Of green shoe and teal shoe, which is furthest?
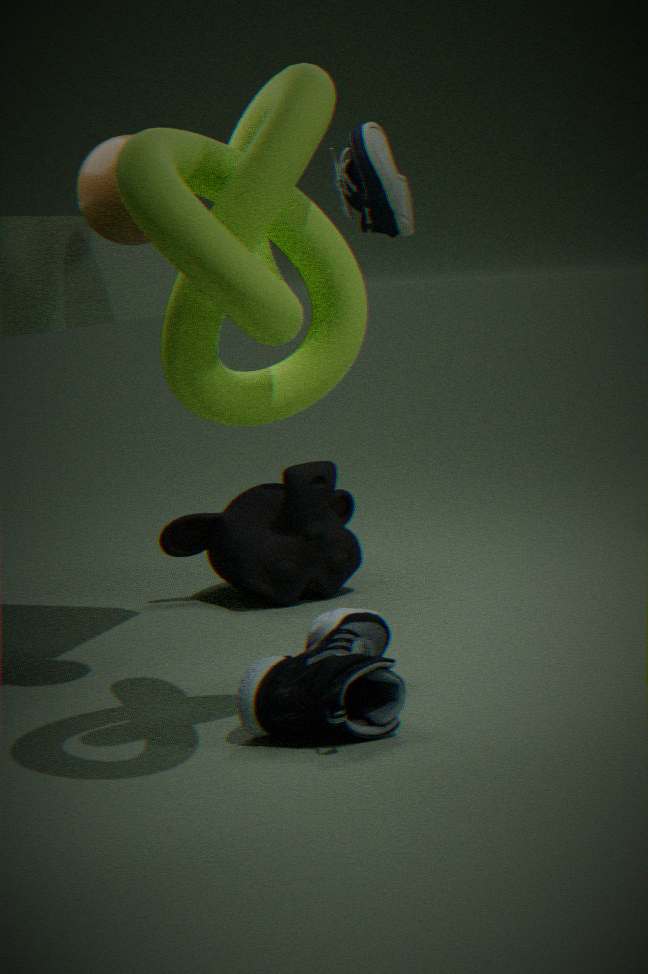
green shoe
